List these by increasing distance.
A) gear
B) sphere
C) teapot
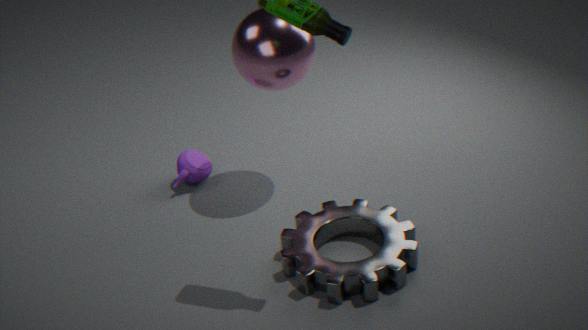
gear, sphere, teapot
